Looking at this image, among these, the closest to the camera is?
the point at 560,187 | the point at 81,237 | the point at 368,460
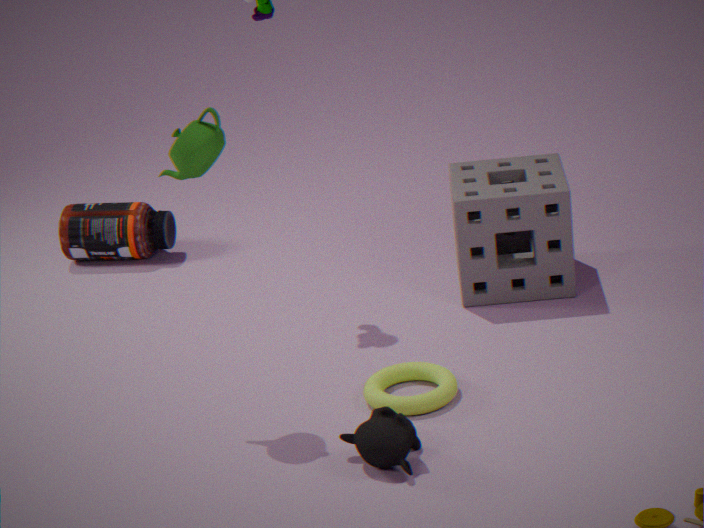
the point at 368,460
